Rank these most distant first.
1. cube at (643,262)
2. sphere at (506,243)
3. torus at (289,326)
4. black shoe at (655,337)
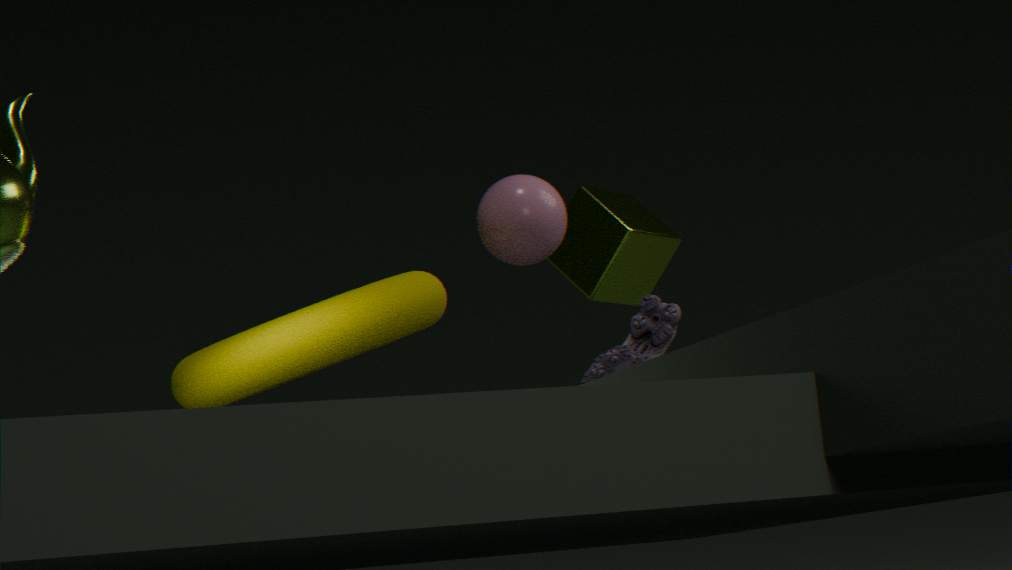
cube at (643,262)
black shoe at (655,337)
sphere at (506,243)
torus at (289,326)
